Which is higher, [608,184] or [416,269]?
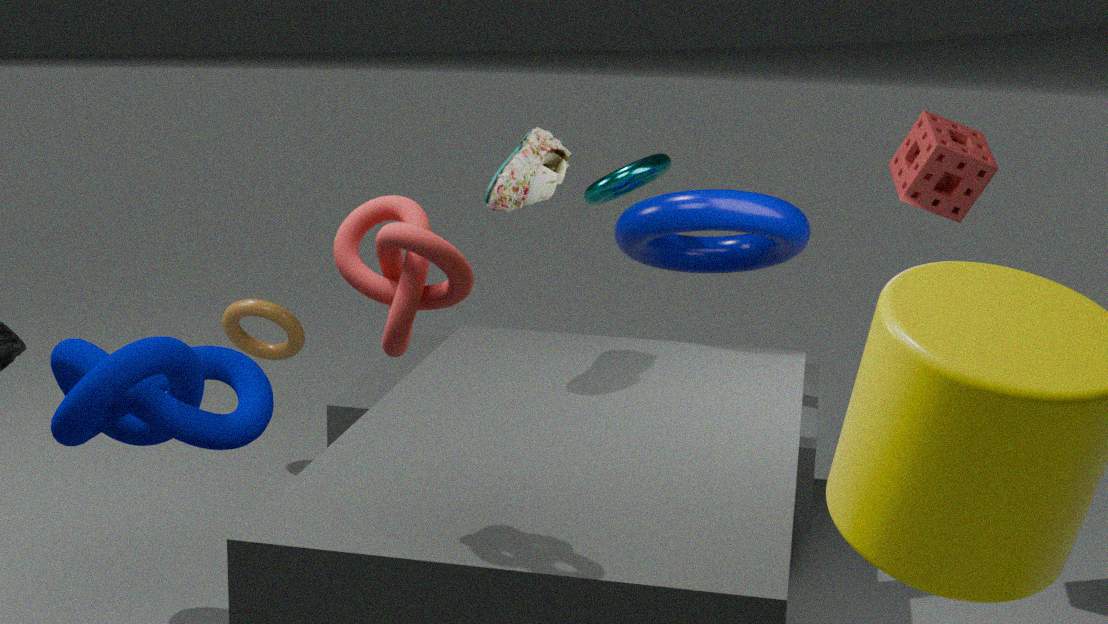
[416,269]
